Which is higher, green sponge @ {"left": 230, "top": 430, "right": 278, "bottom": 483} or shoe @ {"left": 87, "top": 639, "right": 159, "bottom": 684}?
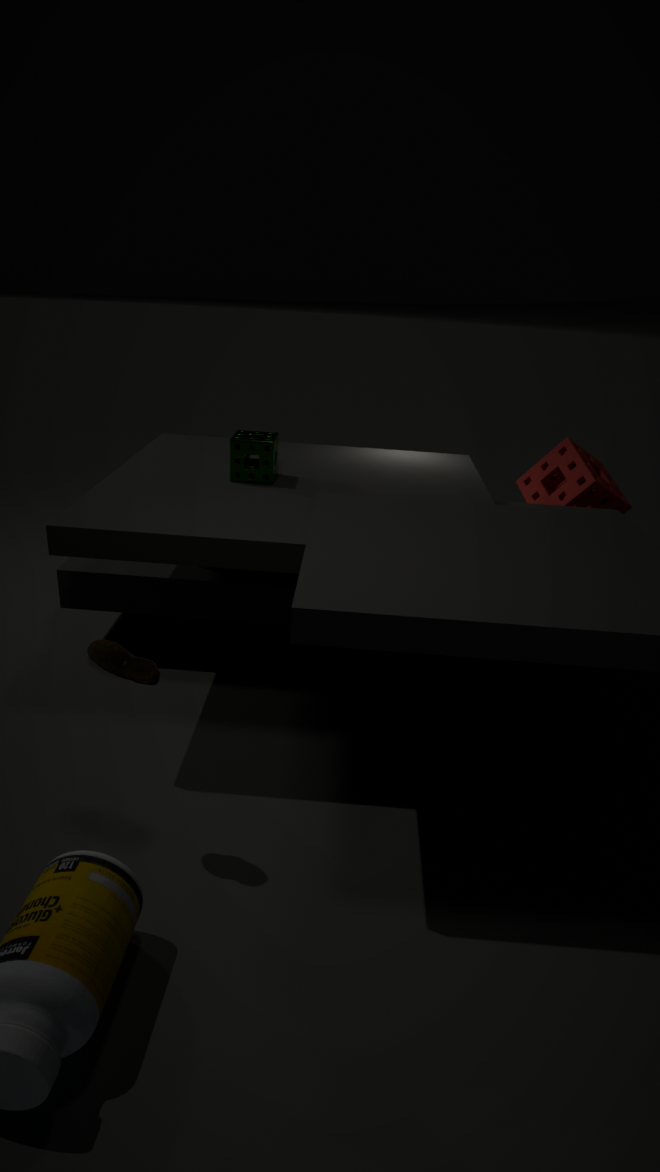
green sponge @ {"left": 230, "top": 430, "right": 278, "bottom": 483}
